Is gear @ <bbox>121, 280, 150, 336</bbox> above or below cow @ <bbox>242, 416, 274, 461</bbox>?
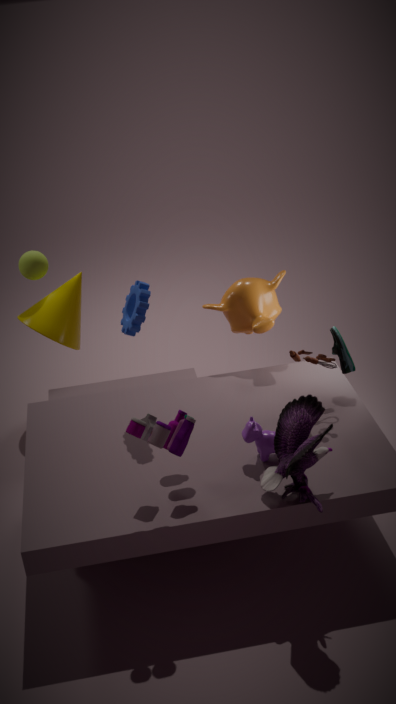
above
